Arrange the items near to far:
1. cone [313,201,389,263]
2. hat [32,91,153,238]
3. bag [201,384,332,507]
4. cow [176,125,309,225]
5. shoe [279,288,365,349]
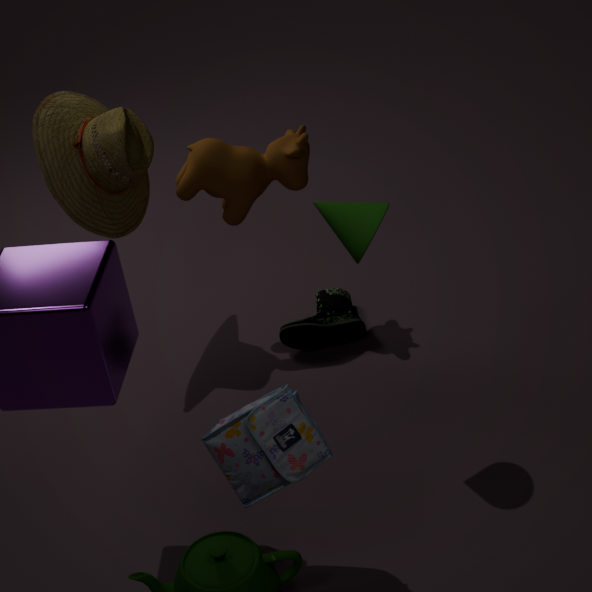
bag [201,384,332,507]
cone [313,201,389,263]
hat [32,91,153,238]
cow [176,125,309,225]
shoe [279,288,365,349]
